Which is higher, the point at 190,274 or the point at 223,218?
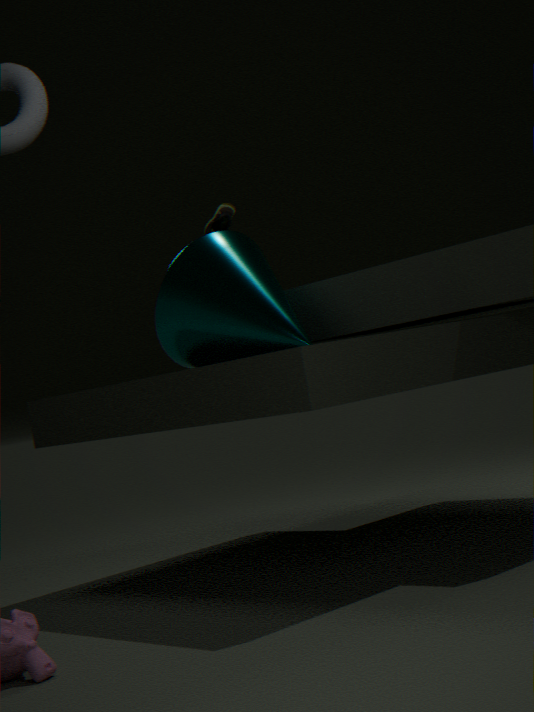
the point at 223,218
